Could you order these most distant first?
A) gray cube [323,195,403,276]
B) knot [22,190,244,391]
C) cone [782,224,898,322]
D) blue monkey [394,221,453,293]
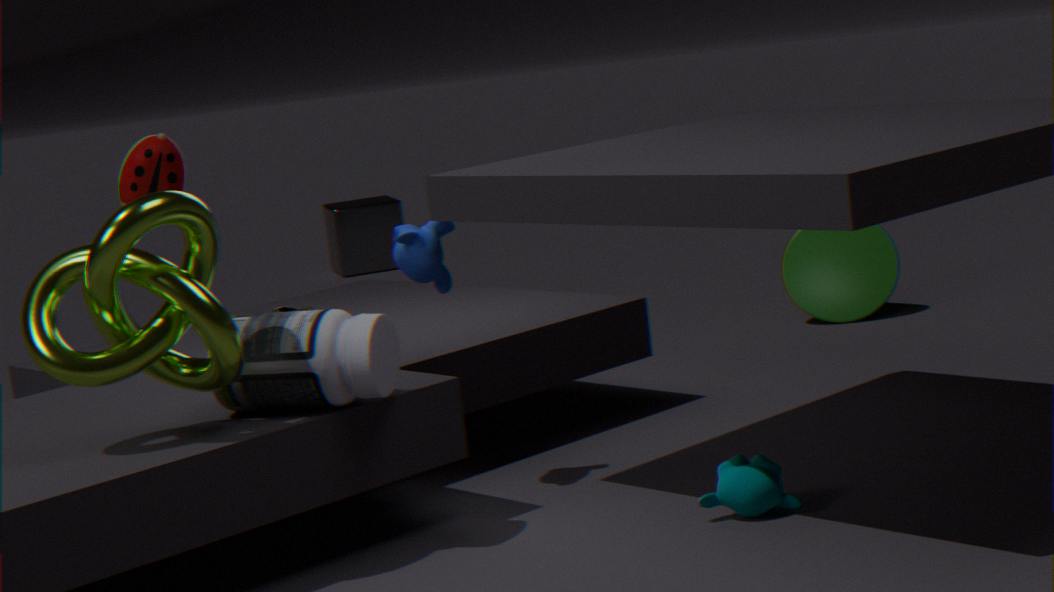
gray cube [323,195,403,276]
cone [782,224,898,322]
blue monkey [394,221,453,293]
knot [22,190,244,391]
